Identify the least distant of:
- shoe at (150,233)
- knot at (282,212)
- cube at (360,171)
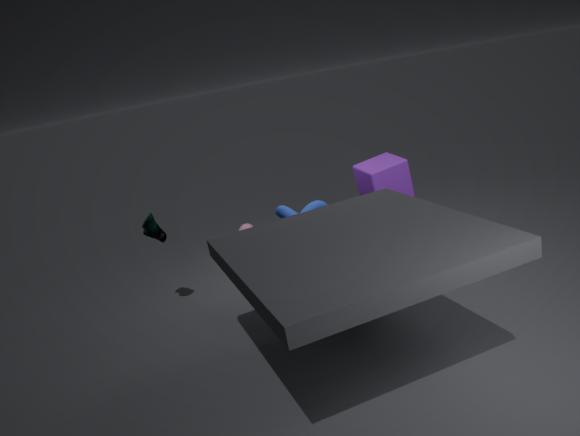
knot at (282,212)
